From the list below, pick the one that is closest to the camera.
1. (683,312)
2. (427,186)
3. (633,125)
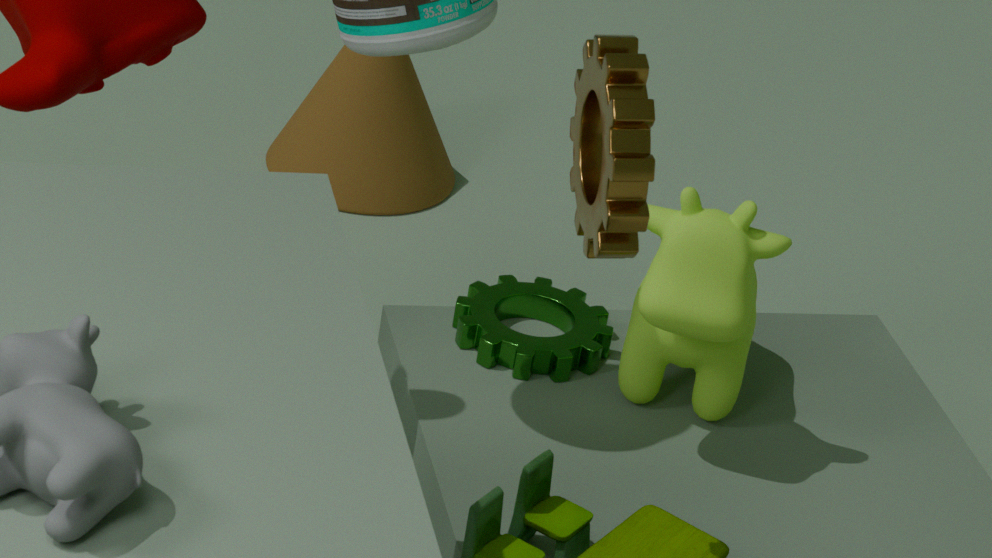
(633,125)
